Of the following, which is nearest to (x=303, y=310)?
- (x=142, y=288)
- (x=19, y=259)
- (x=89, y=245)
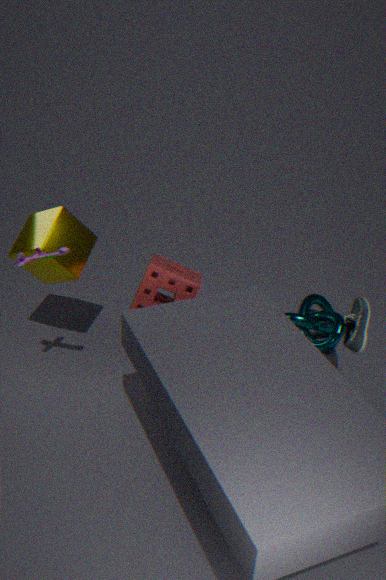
(x=142, y=288)
